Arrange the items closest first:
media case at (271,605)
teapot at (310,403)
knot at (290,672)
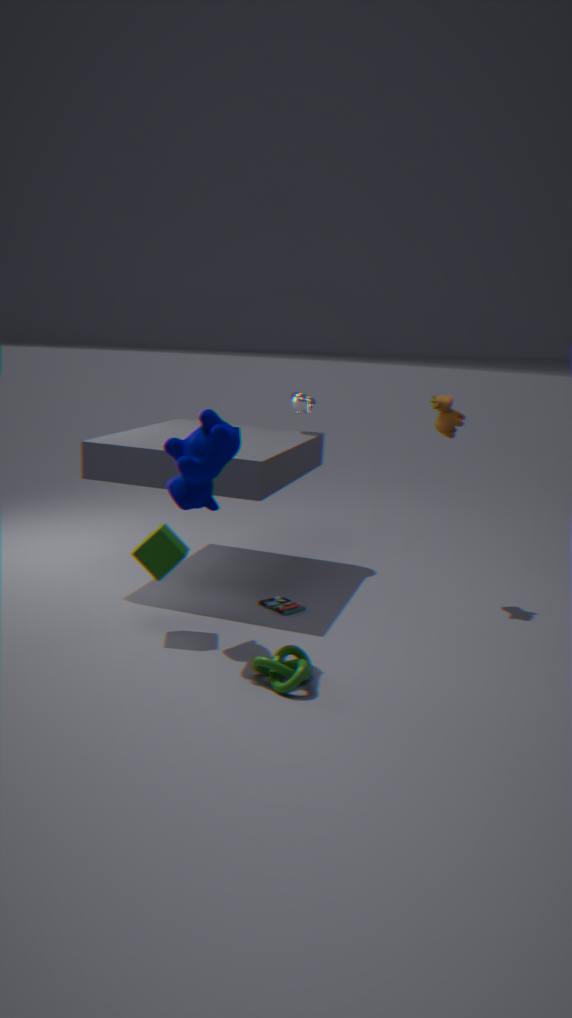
1. knot at (290,672)
2. media case at (271,605)
3. teapot at (310,403)
